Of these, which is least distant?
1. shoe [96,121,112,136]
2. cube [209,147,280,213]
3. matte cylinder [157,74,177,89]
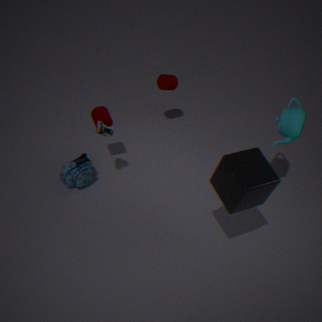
cube [209,147,280,213]
